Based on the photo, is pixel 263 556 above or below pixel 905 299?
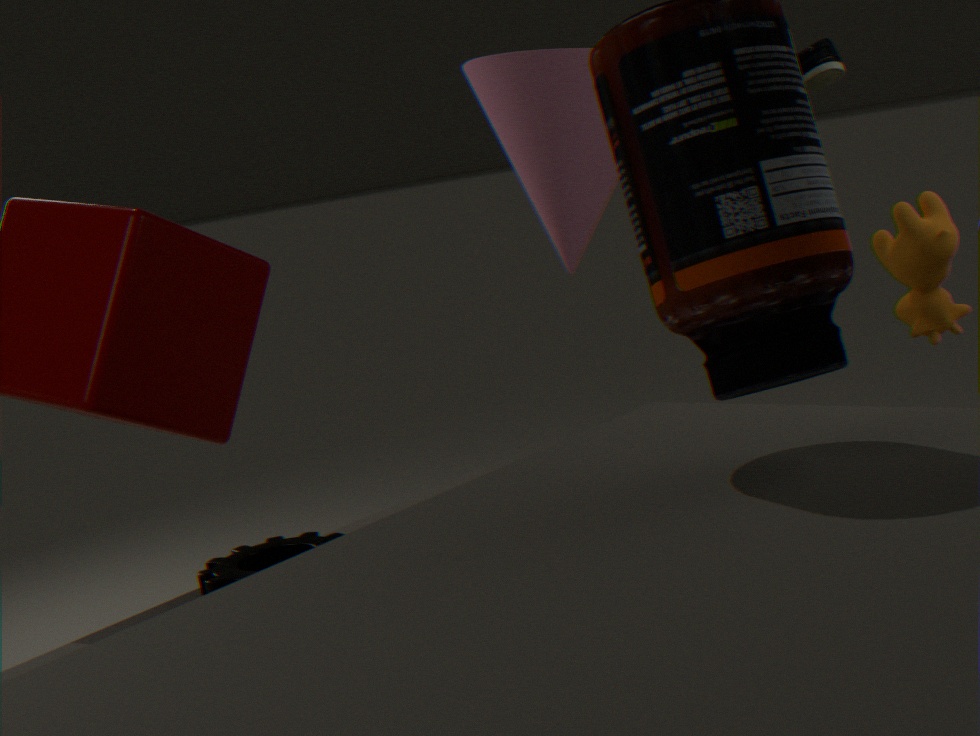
below
